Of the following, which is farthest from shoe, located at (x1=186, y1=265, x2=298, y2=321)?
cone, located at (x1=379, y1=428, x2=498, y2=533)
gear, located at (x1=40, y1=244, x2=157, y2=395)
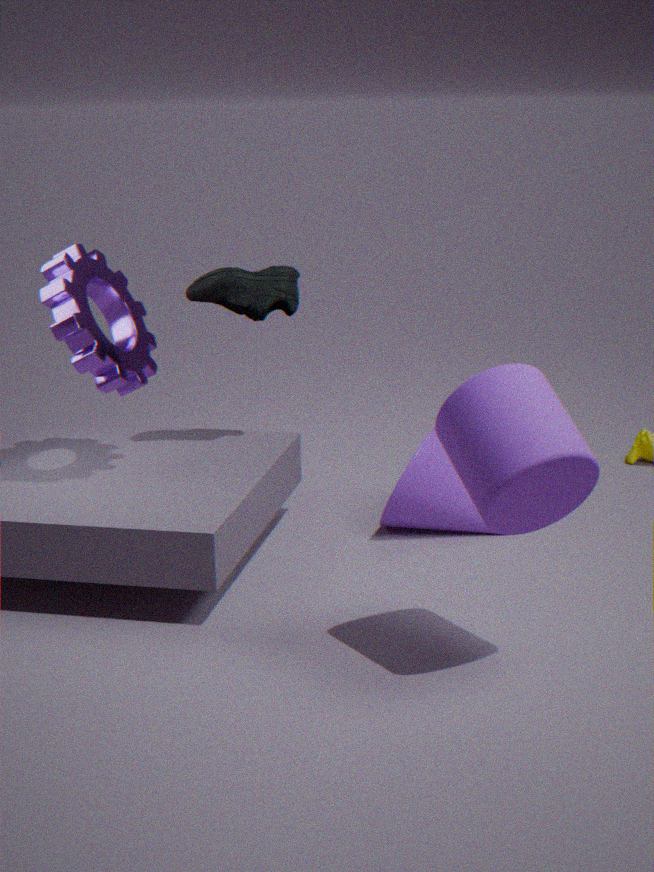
cone, located at (x1=379, y1=428, x2=498, y2=533)
